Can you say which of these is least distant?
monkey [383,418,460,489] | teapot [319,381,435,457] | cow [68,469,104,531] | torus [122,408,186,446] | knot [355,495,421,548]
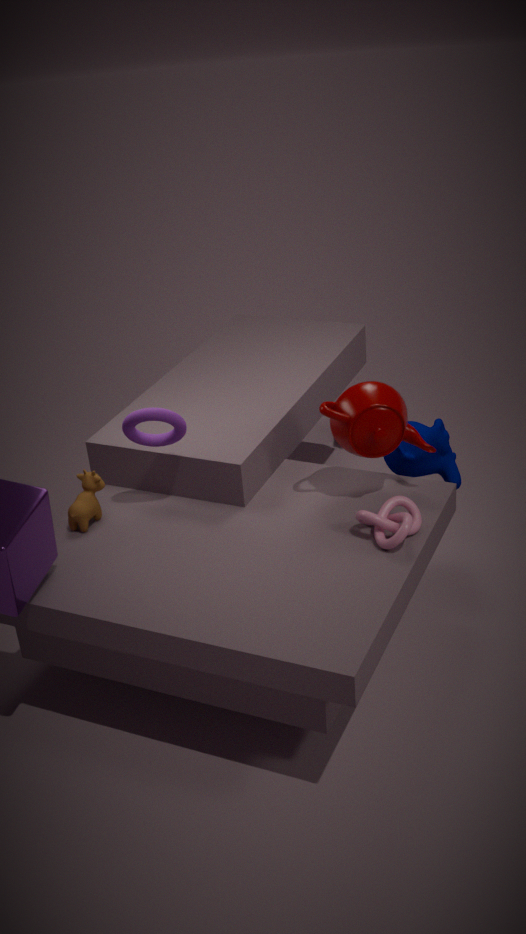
knot [355,495,421,548]
